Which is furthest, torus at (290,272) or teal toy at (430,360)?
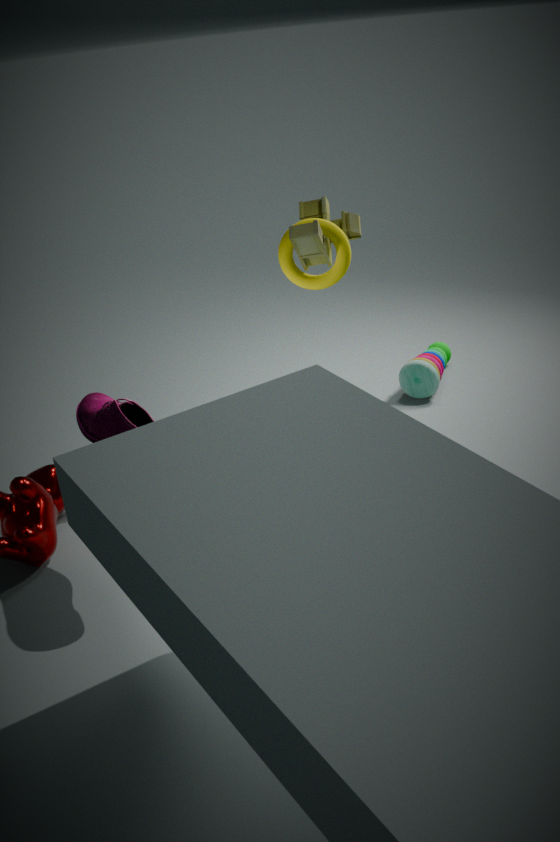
teal toy at (430,360)
